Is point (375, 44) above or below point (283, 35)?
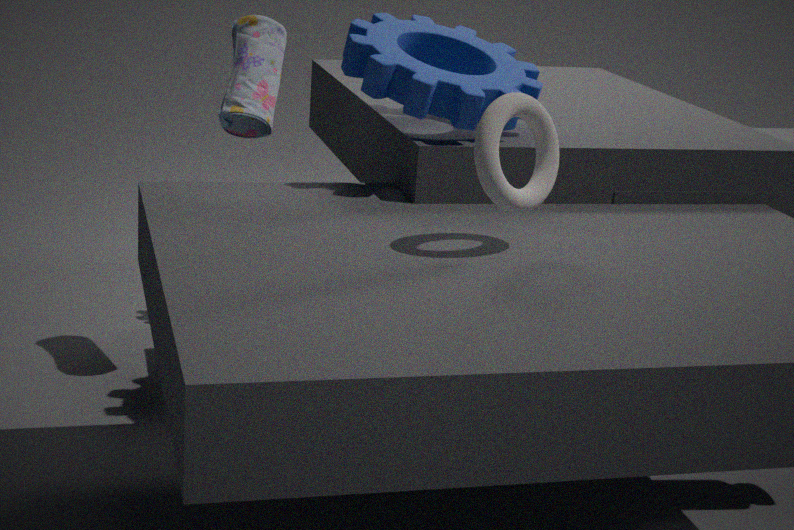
above
